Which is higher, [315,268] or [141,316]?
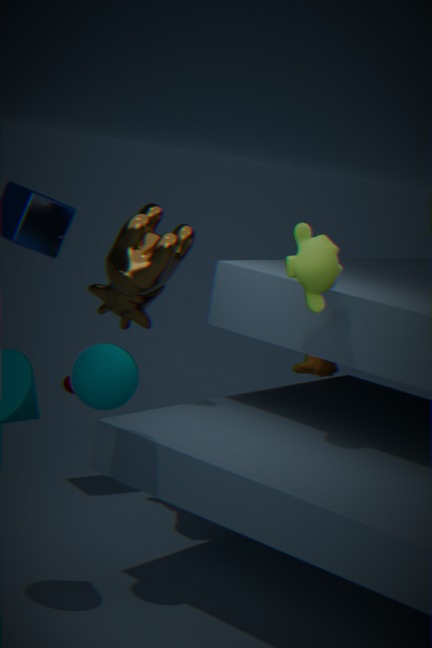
[315,268]
